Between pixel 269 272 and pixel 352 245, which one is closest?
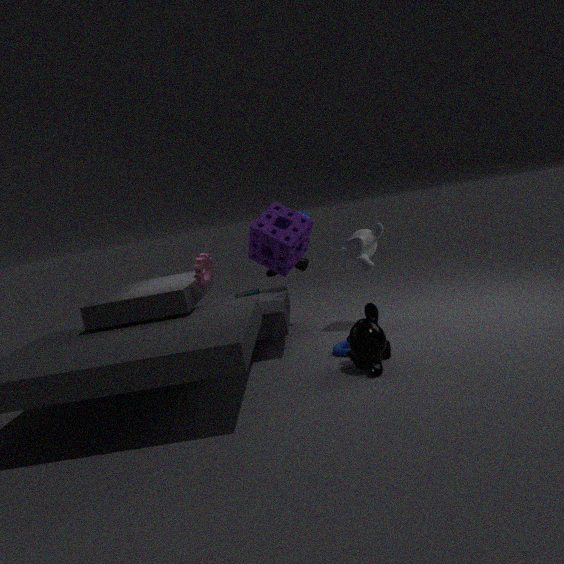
pixel 352 245
